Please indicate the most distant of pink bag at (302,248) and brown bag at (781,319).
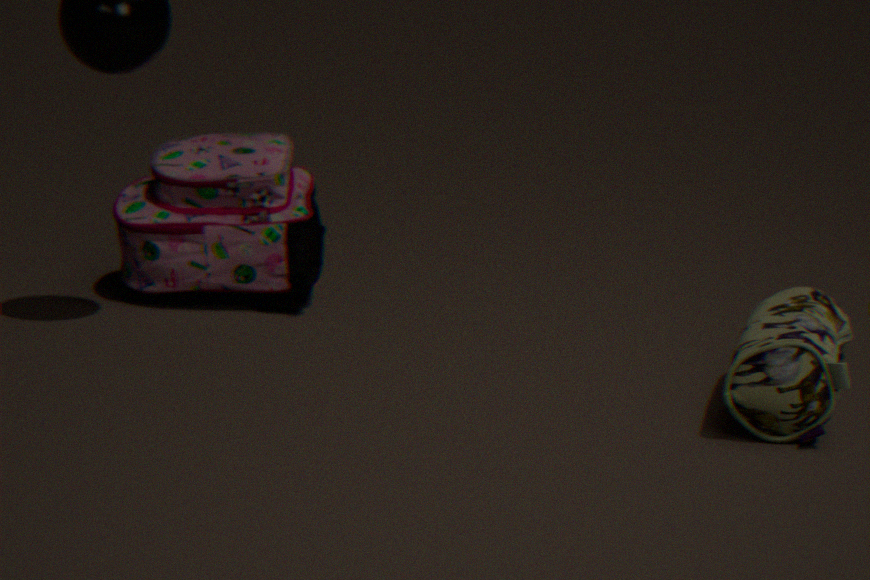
pink bag at (302,248)
